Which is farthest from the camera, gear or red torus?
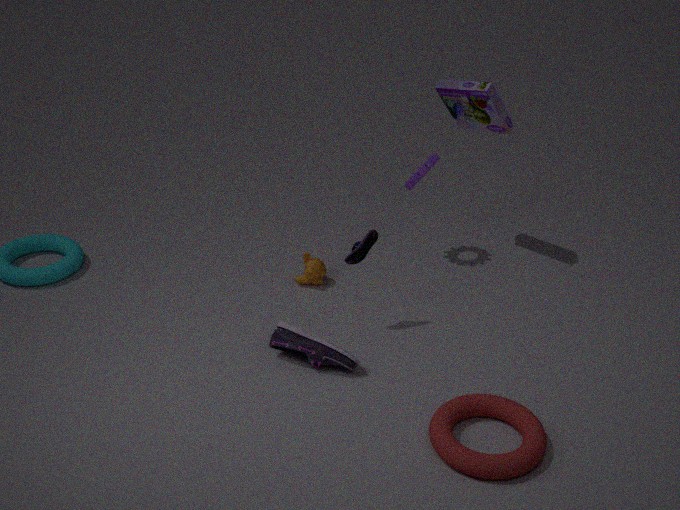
gear
